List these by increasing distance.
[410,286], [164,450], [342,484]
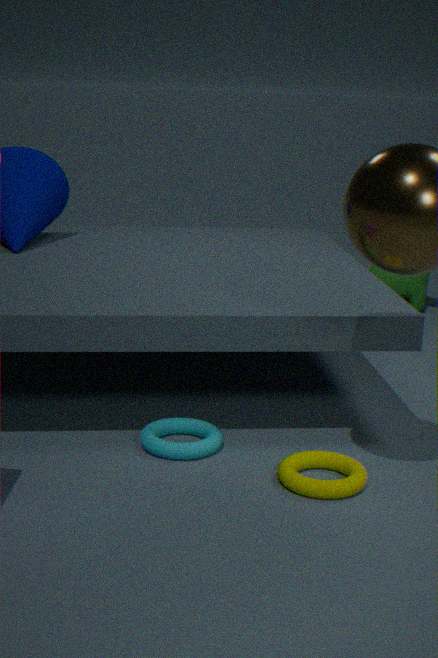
1. [342,484]
2. [164,450]
3. [410,286]
